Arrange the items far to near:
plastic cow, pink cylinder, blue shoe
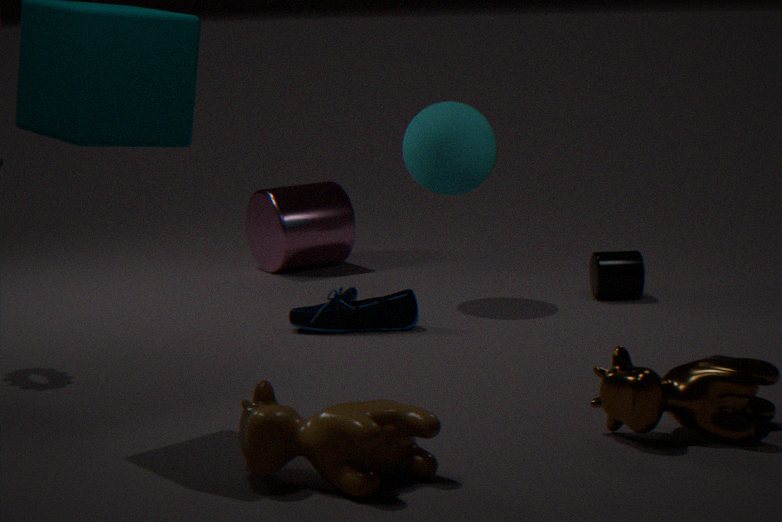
pink cylinder
blue shoe
plastic cow
